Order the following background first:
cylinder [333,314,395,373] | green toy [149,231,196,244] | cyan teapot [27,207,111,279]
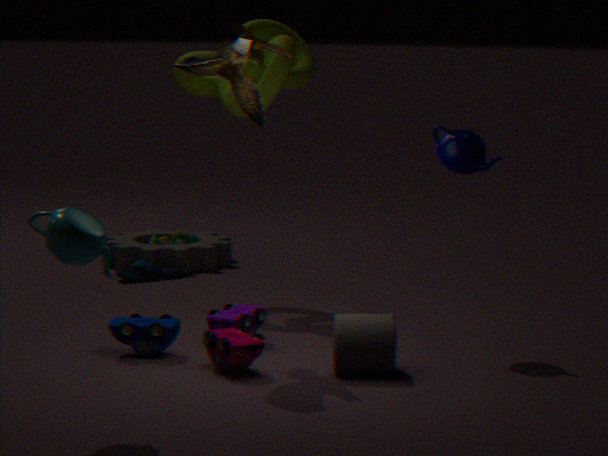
green toy [149,231,196,244] < cylinder [333,314,395,373] < cyan teapot [27,207,111,279]
